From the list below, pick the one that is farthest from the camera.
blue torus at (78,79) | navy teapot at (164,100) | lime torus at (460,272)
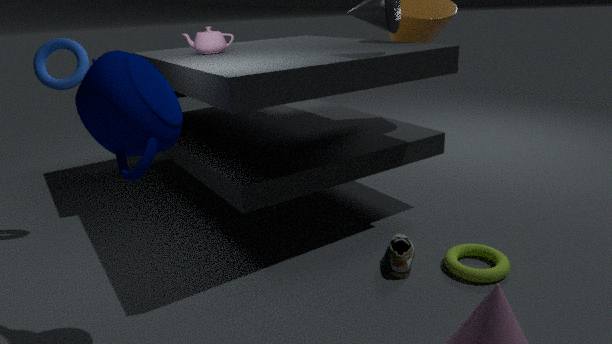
blue torus at (78,79)
